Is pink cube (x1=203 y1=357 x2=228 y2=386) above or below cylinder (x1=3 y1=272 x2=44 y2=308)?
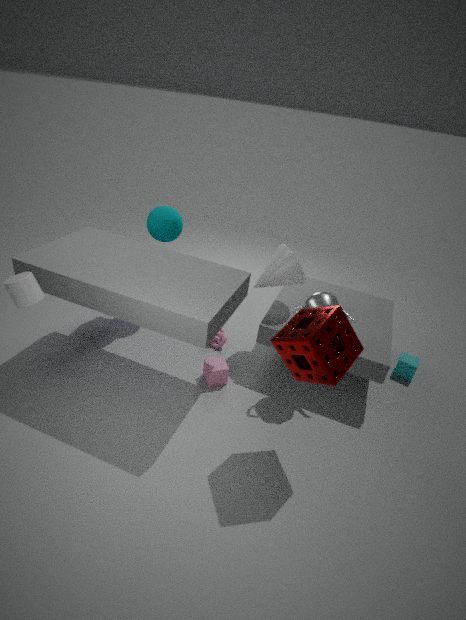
below
